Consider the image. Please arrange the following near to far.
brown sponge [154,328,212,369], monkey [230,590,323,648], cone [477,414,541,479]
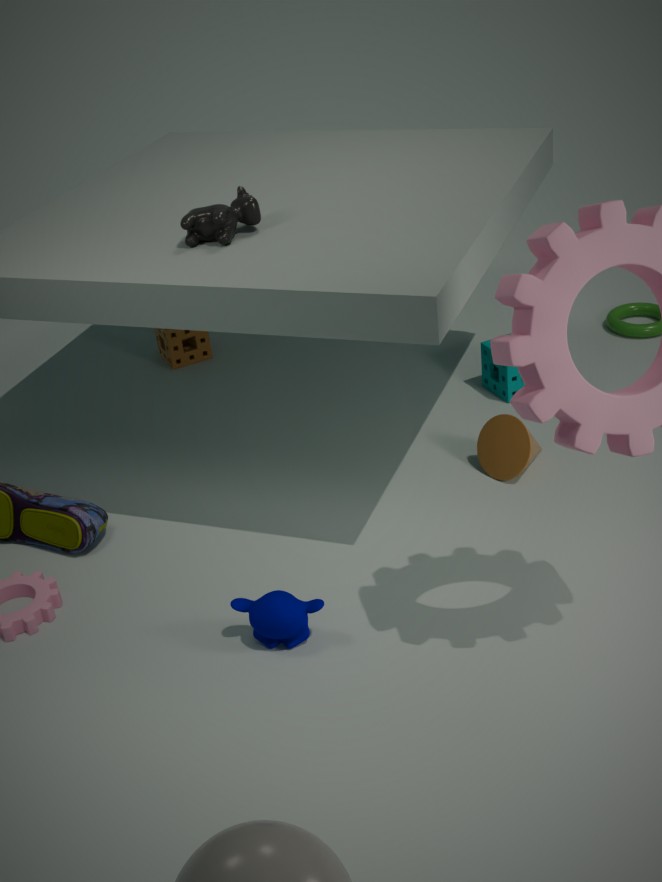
monkey [230,590,323,648], cone [477,414,541,479], brown sponge [154,328,212,369]
